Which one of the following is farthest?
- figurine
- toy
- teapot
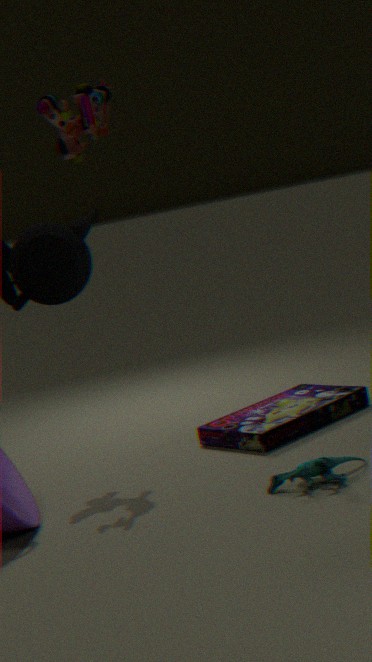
toy
